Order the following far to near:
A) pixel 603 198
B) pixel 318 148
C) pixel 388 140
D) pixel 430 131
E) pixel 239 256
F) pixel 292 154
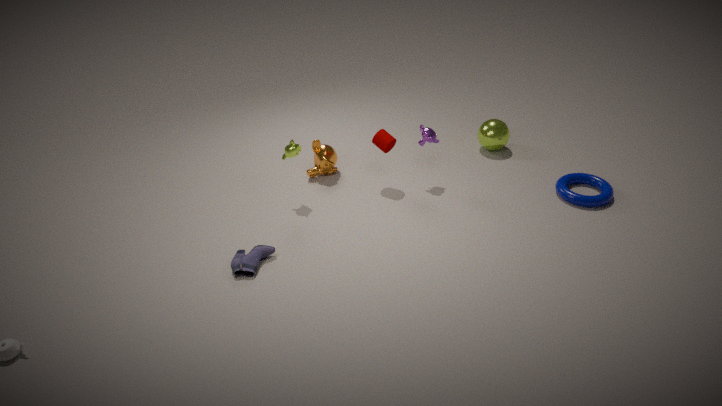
B. pixel 318 148 < D. pixel 430 131 < C. pixel 388 140 < F. pixel 292 154 < A. pixel 603 198 < E. pixel 239 256
